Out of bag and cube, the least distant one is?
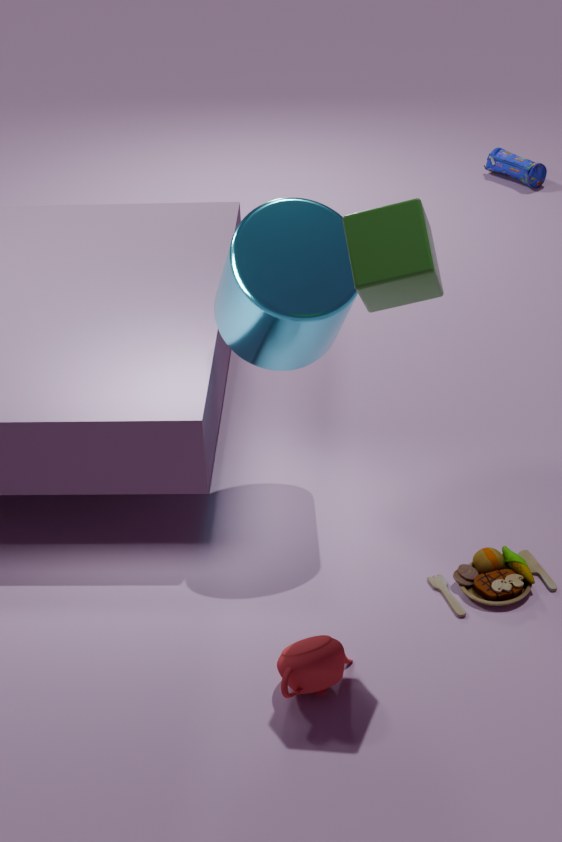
cube
